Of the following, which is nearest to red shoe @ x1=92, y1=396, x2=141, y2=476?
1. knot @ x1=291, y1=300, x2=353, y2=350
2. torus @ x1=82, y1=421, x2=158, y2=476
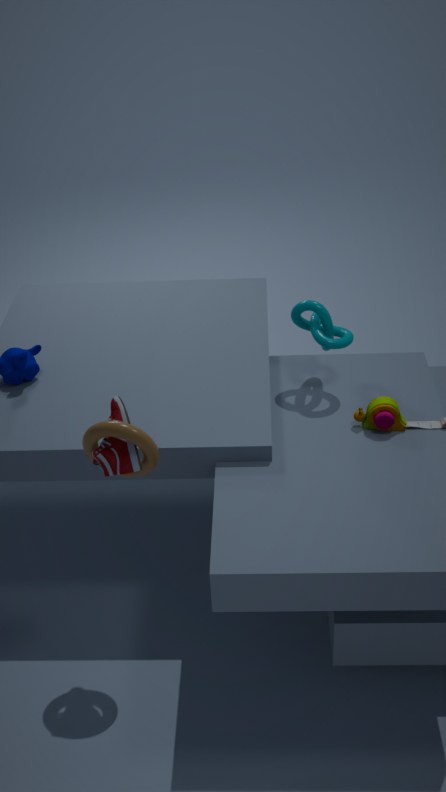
torus @ x1=82, y1=421, x2=158, y2=476
